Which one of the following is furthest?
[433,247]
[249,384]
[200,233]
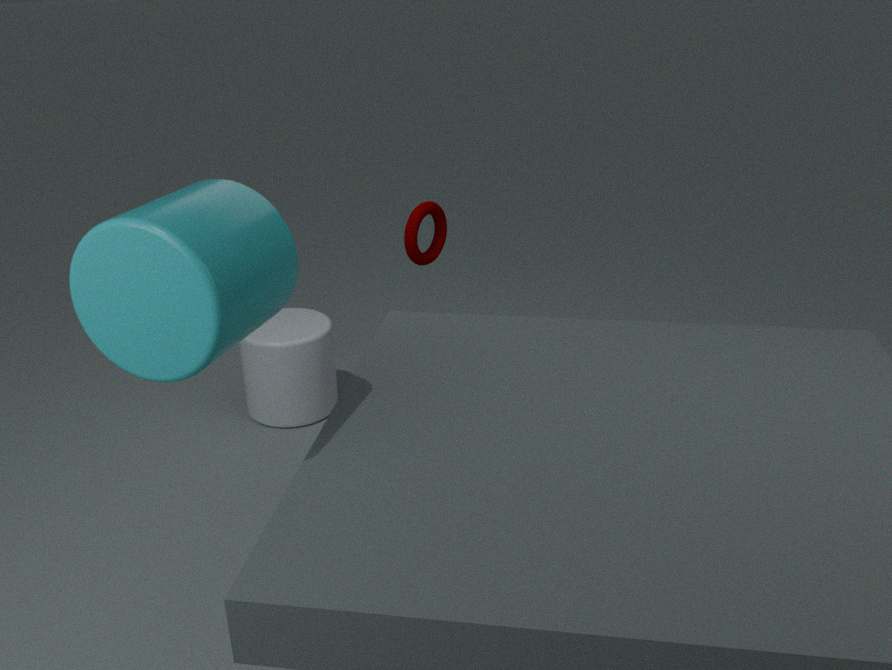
[433,247]
